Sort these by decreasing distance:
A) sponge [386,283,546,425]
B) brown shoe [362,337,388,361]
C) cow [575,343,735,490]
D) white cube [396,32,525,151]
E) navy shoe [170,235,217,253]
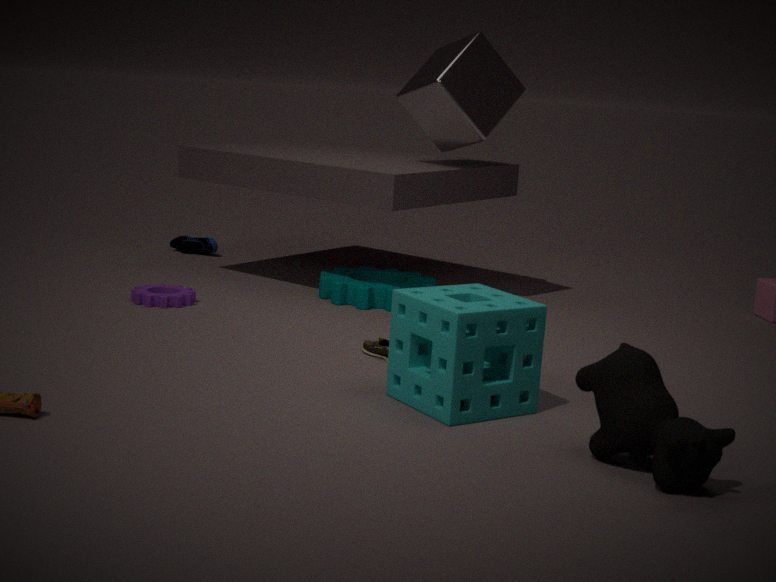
1. navy shoe [170,235,217,253]
2. white cube [396,32,525,151]
3. brown shoe [362,337,388,361]
4. sponge [386,283,546,425]
5. cow [575,343,735,490]
